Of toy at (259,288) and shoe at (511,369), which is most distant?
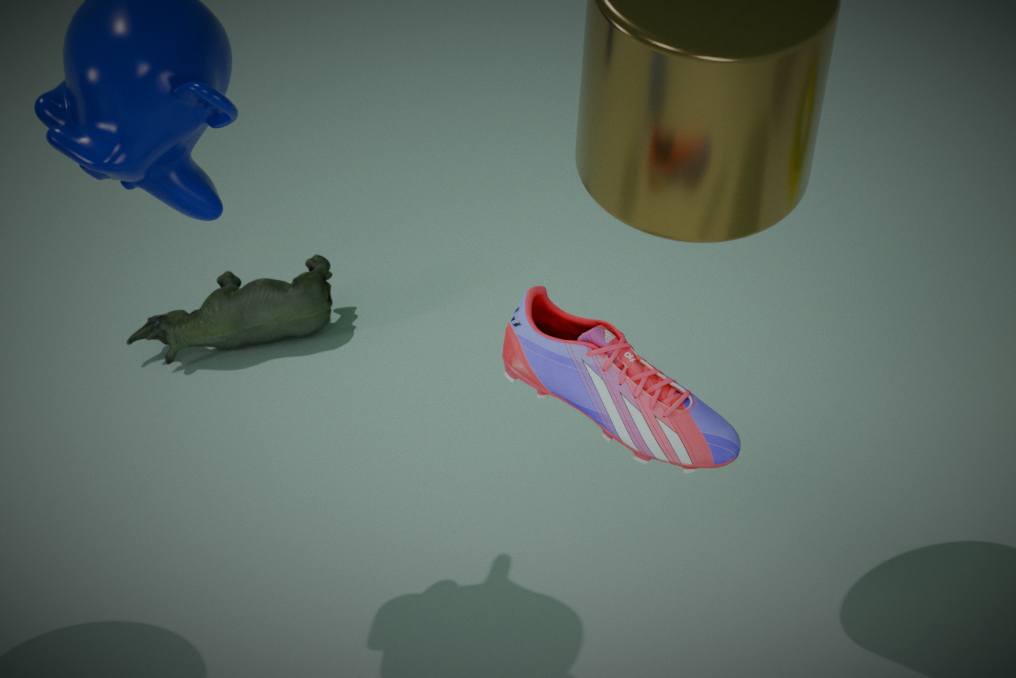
toy at (259,288)
